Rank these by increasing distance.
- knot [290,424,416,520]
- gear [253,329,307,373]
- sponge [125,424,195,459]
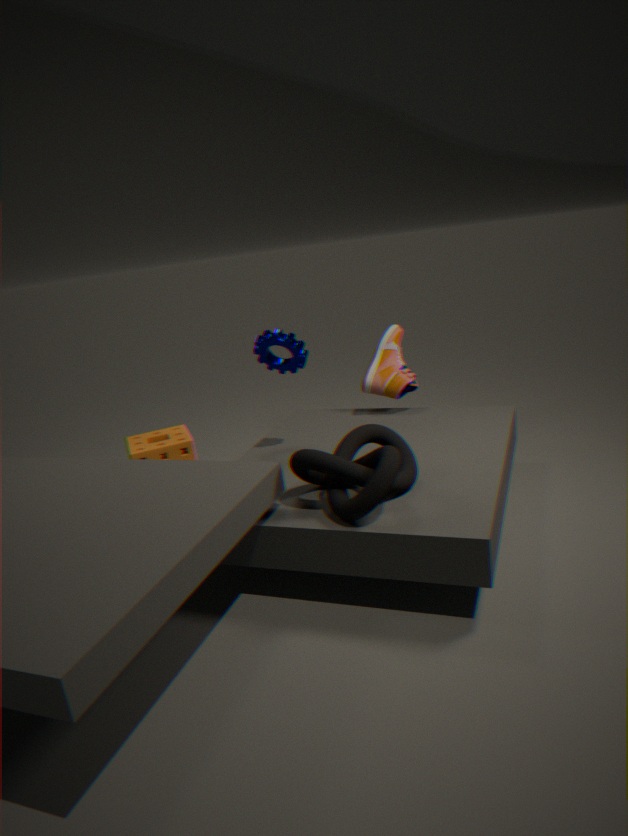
knot [290,424,416,520] → gear [253,329,307,373] → sponge [125,424,195,459]
